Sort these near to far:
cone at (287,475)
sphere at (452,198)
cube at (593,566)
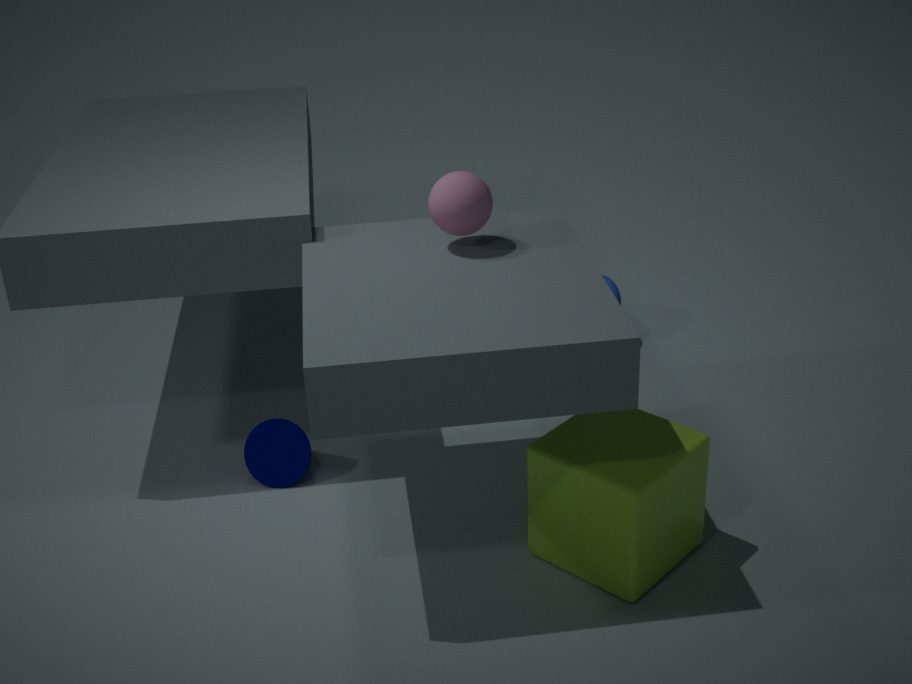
cube at (593,566), sphere at (452,198), cone at (287,475)
